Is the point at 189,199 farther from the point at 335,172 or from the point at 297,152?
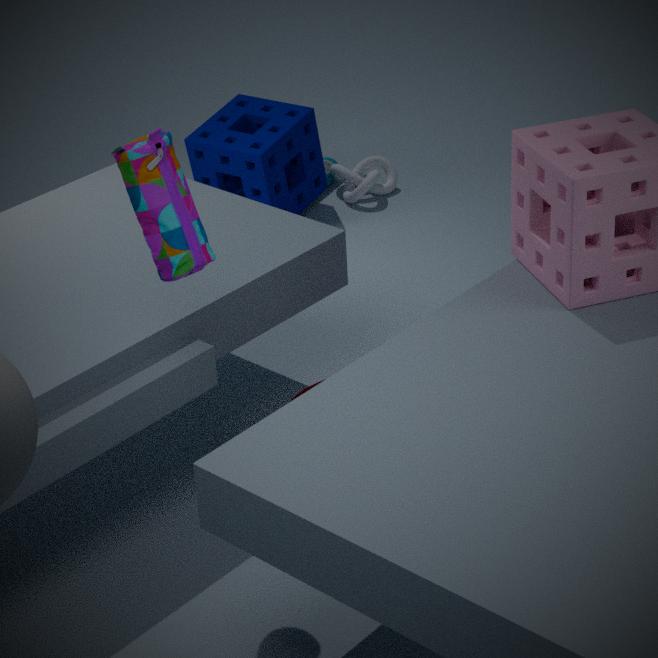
the point at 335,172
